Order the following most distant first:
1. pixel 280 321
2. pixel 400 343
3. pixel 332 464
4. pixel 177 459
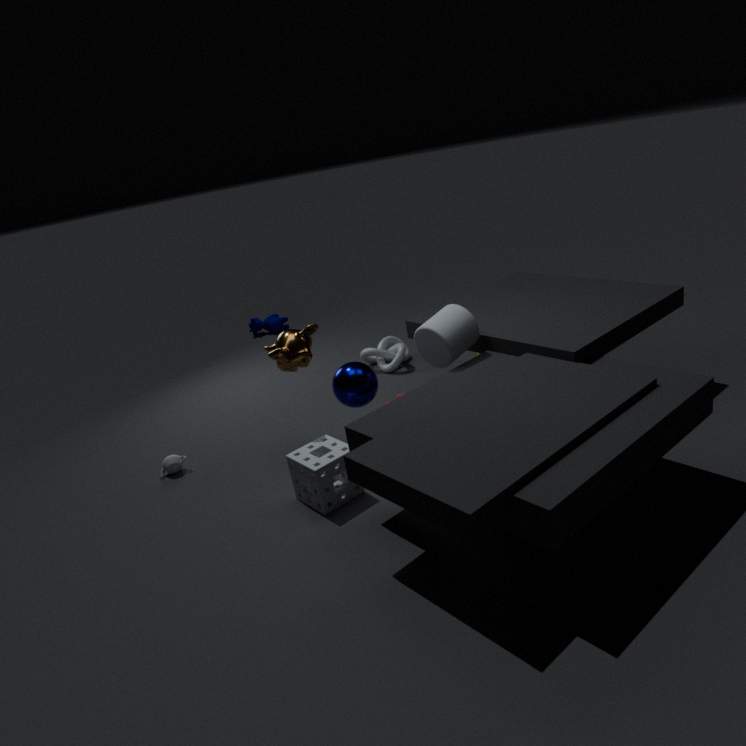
1. pixel 280 321
2. pixel 400 343
3. pixel 177 459
4. pixel 332 464
